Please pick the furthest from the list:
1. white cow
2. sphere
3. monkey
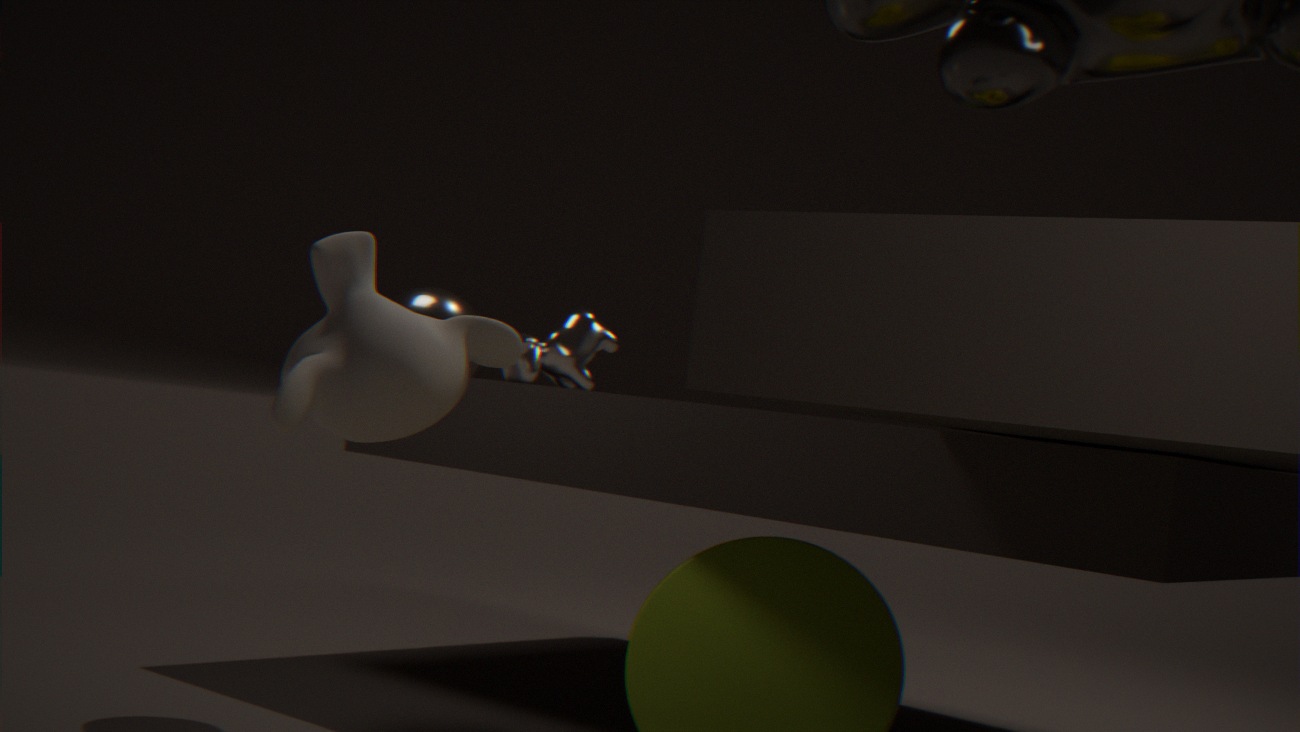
white cow
